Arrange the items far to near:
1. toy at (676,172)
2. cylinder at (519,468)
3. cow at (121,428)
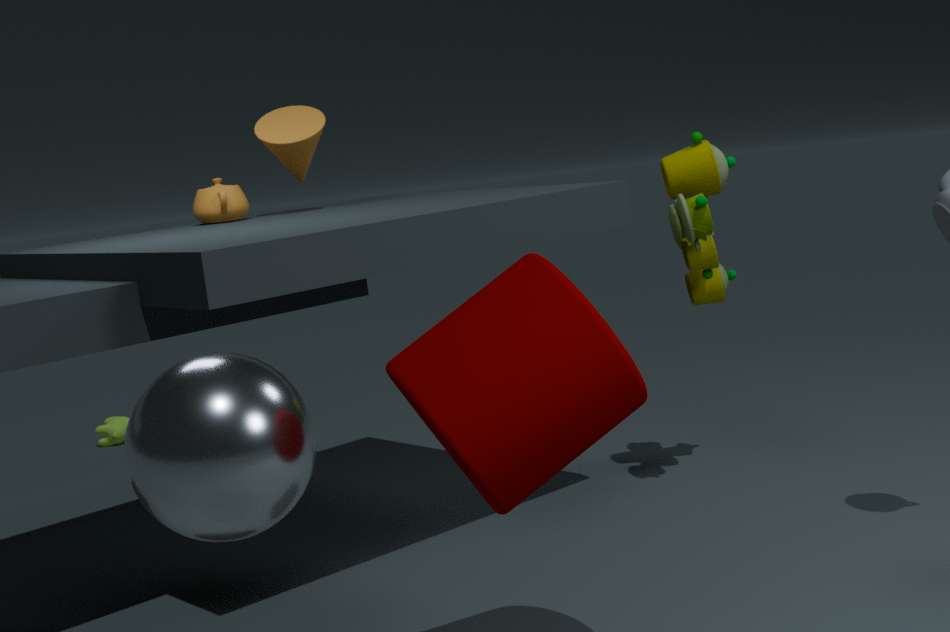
cow at (121,428) → toy at (676,172) → cylinder at (519,468)
